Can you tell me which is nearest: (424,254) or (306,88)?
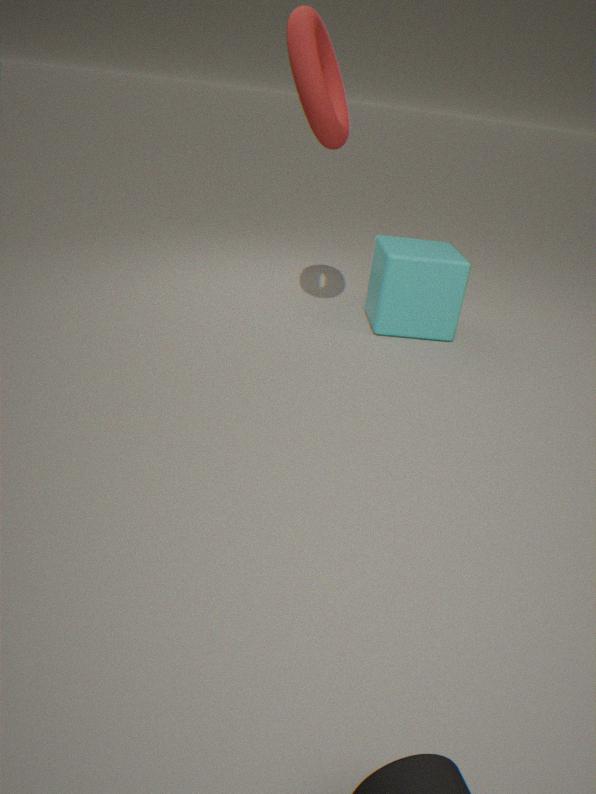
A: (306,88)
